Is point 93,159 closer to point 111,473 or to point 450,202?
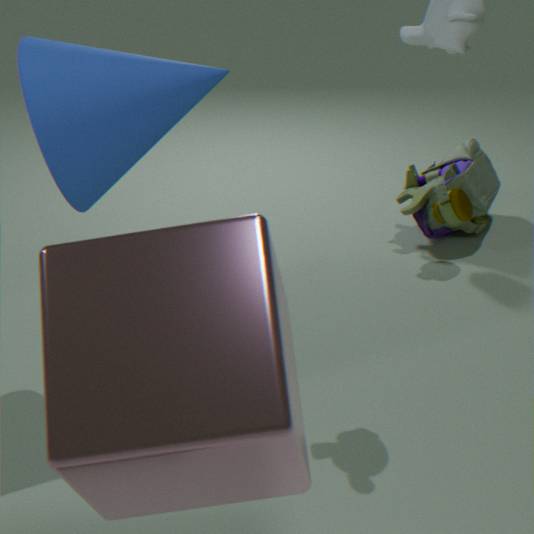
point 111,473
